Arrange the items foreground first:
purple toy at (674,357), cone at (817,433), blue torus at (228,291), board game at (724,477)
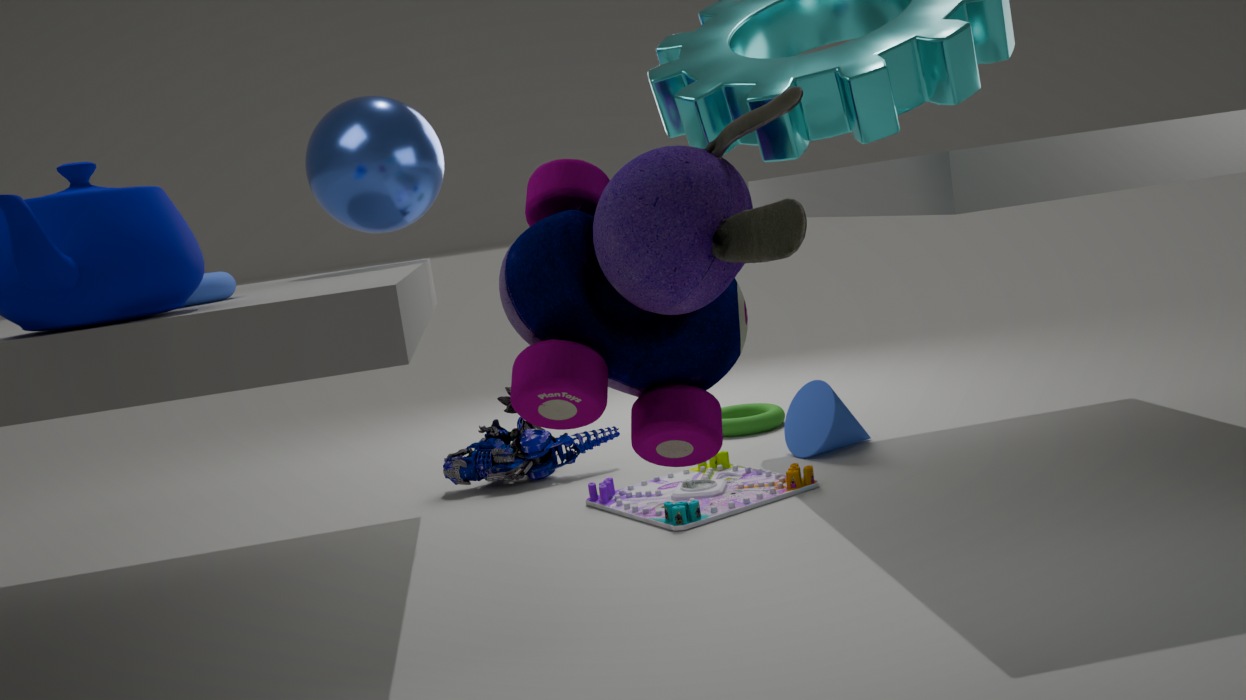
purple toy at (674,357), blue torus at (228,291), board game at (724,477), cone at (817,433)
